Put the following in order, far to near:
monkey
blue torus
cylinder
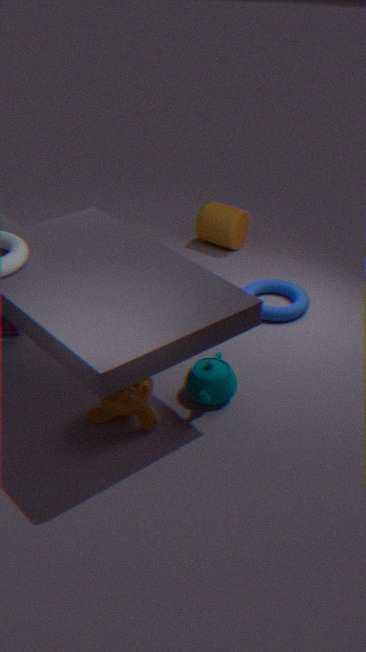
cylinder
blue torus
monkey
